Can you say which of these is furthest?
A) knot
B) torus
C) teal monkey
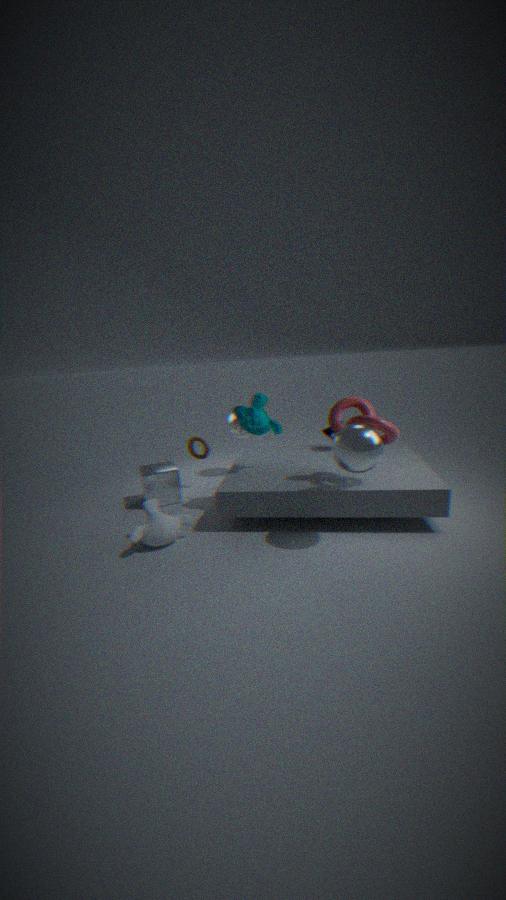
torus
